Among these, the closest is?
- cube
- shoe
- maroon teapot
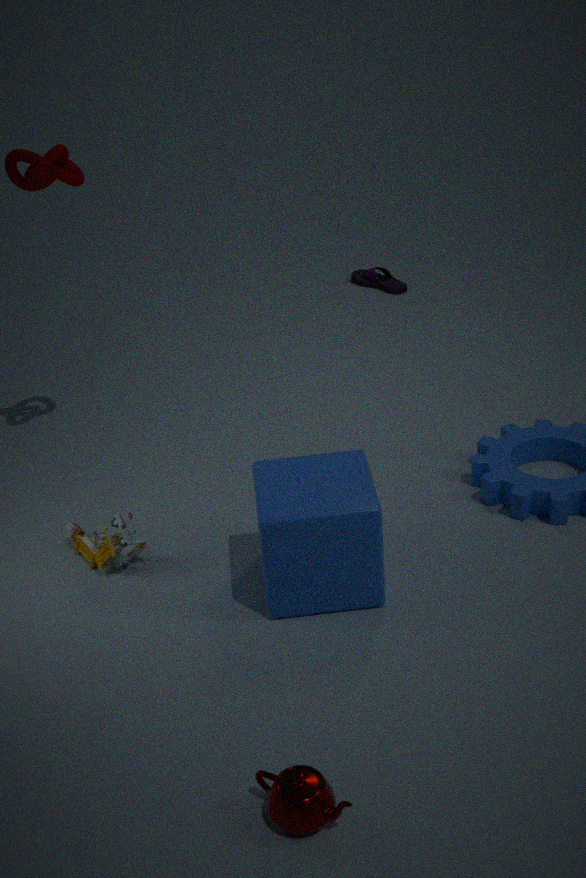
maroon teapot
